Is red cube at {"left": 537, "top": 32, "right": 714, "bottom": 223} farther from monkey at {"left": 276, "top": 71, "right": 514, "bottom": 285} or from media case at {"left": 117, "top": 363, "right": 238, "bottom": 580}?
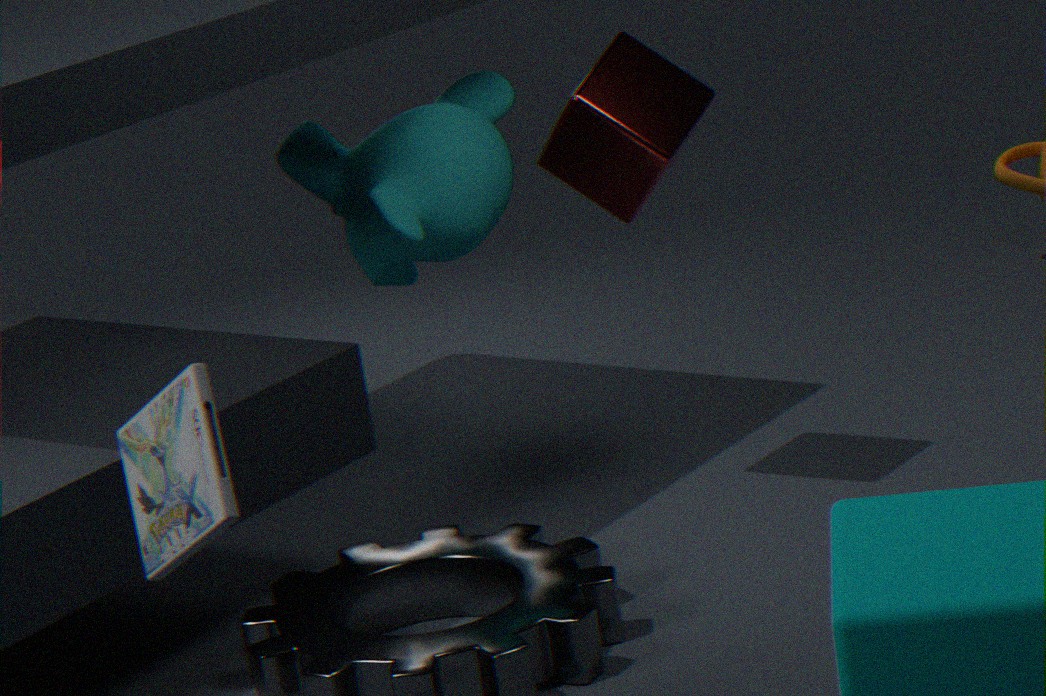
media case at {"left": 117, "top": 363, "right": 238, "bottom": 580}
